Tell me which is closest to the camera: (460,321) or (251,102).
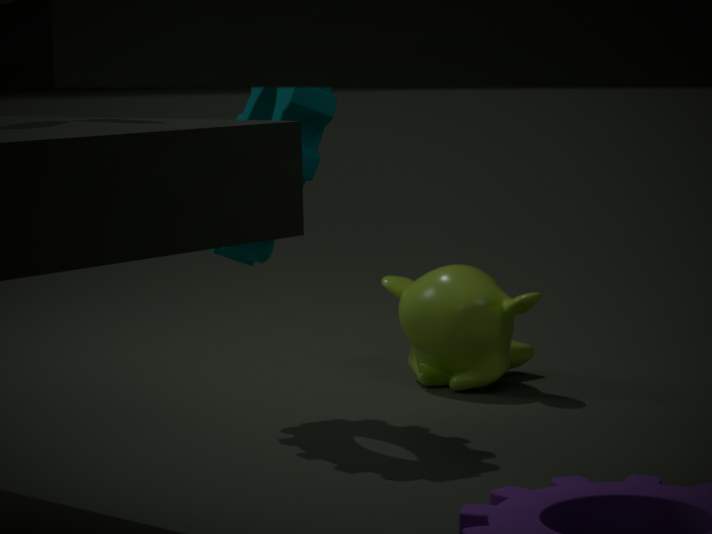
(251,102)
